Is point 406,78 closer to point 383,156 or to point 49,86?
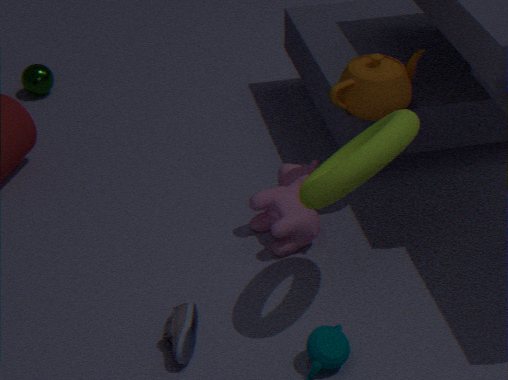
point 383,156
